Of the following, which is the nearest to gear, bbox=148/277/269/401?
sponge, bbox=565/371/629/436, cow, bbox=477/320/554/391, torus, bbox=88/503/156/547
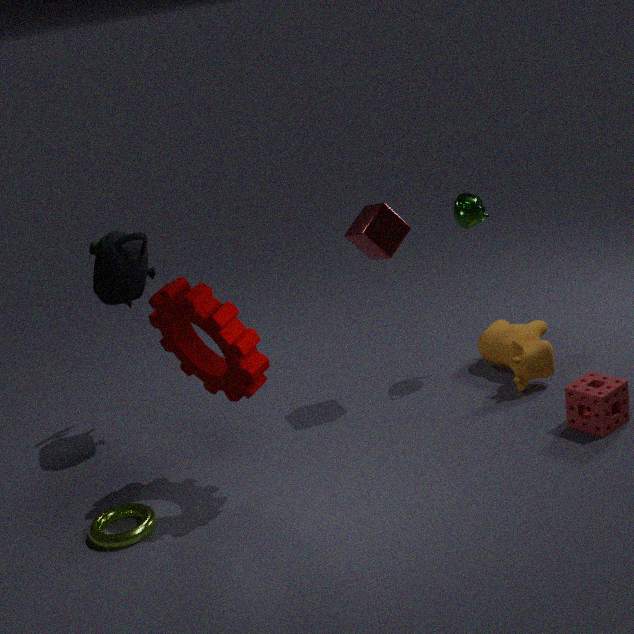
torus, bbox=88/503/156/547
